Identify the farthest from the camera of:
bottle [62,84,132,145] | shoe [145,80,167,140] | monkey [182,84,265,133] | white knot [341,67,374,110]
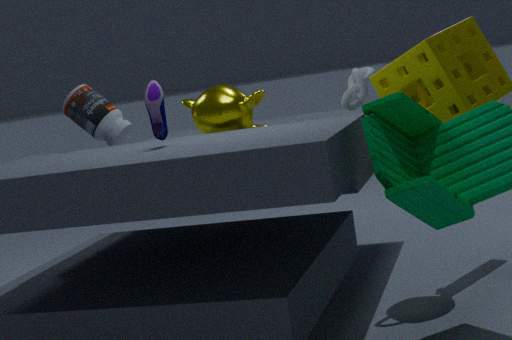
white knot [341,67,374,110]
